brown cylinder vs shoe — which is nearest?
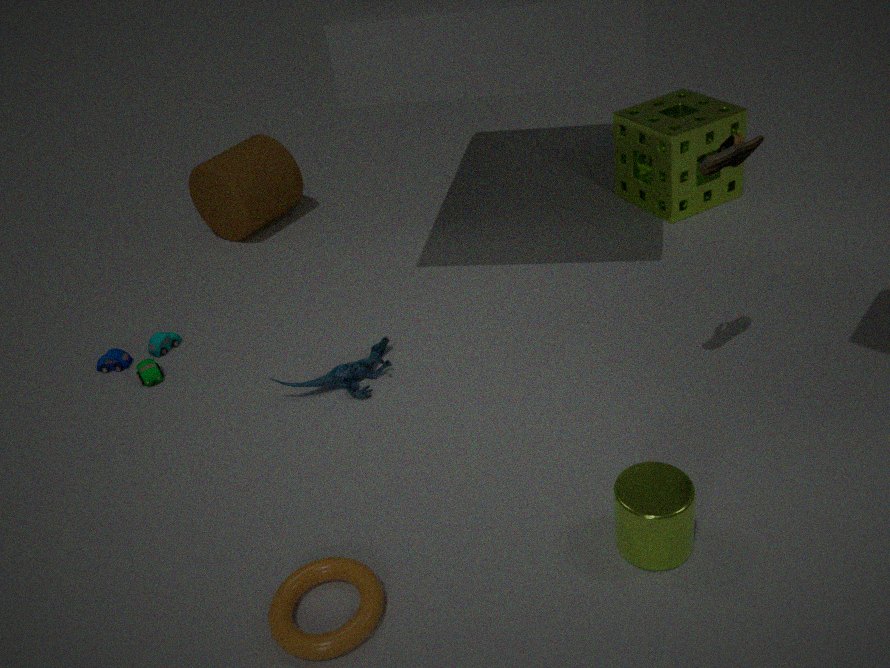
shoe
